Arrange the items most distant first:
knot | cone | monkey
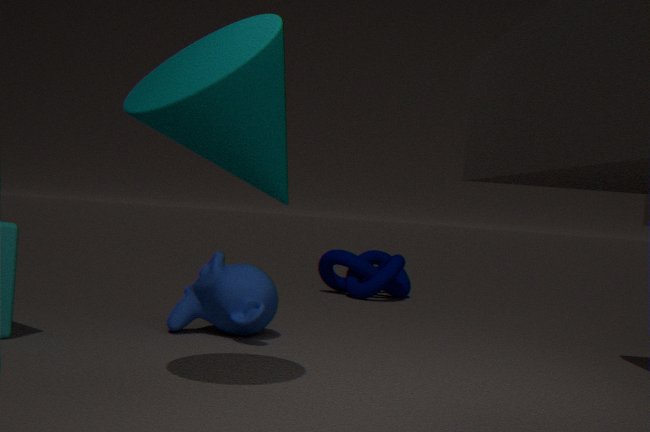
1. knot
2. monkey
3. cone
